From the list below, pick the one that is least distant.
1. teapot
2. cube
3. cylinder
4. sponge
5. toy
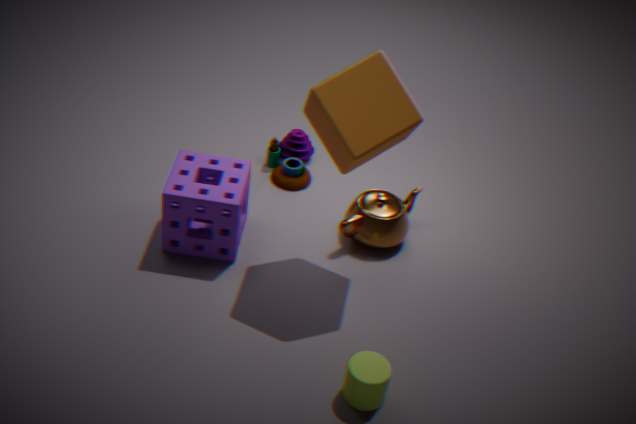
cylinder
